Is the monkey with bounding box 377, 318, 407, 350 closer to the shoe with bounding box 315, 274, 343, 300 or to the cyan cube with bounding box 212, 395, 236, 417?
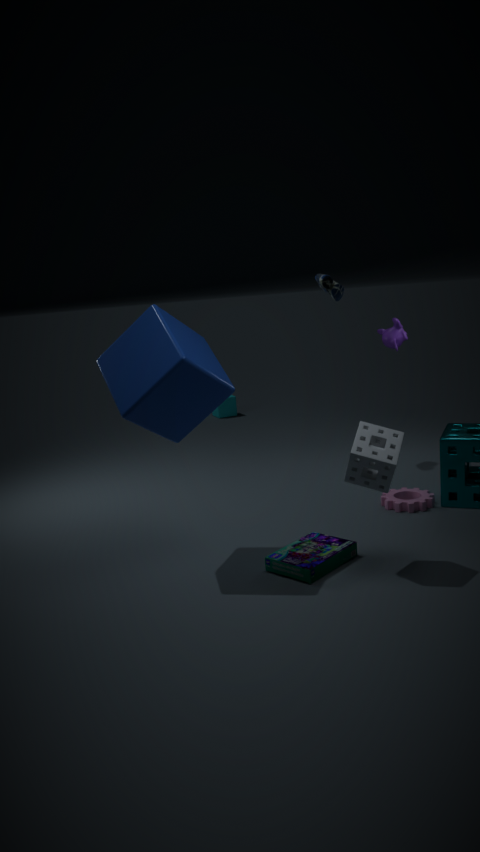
the shoe with bounding box 315, 274, 343, 300
